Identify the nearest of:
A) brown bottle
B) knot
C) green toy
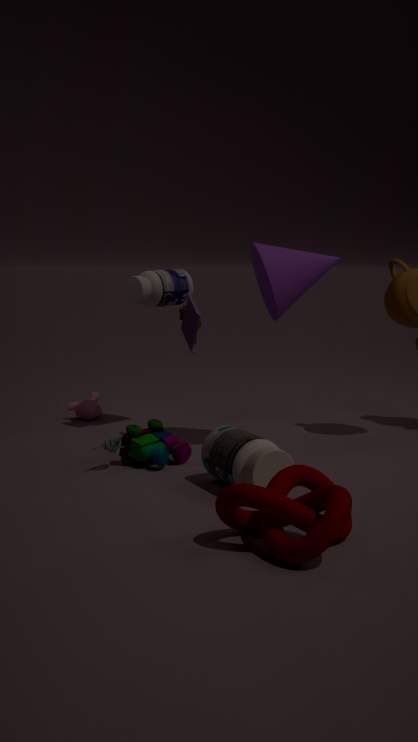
knot
